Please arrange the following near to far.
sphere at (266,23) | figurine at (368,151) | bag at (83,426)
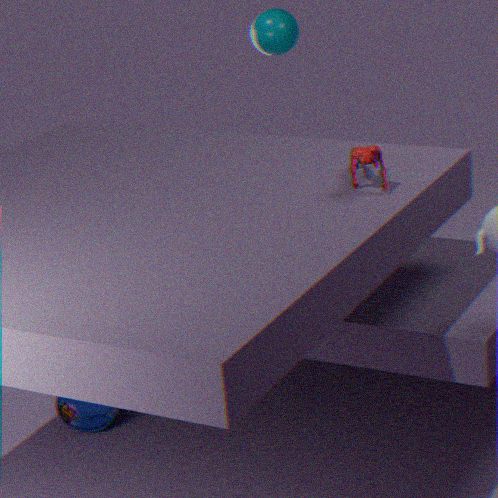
figurine at (368,151)
bag at (83,426)
sphere at (266,23)
